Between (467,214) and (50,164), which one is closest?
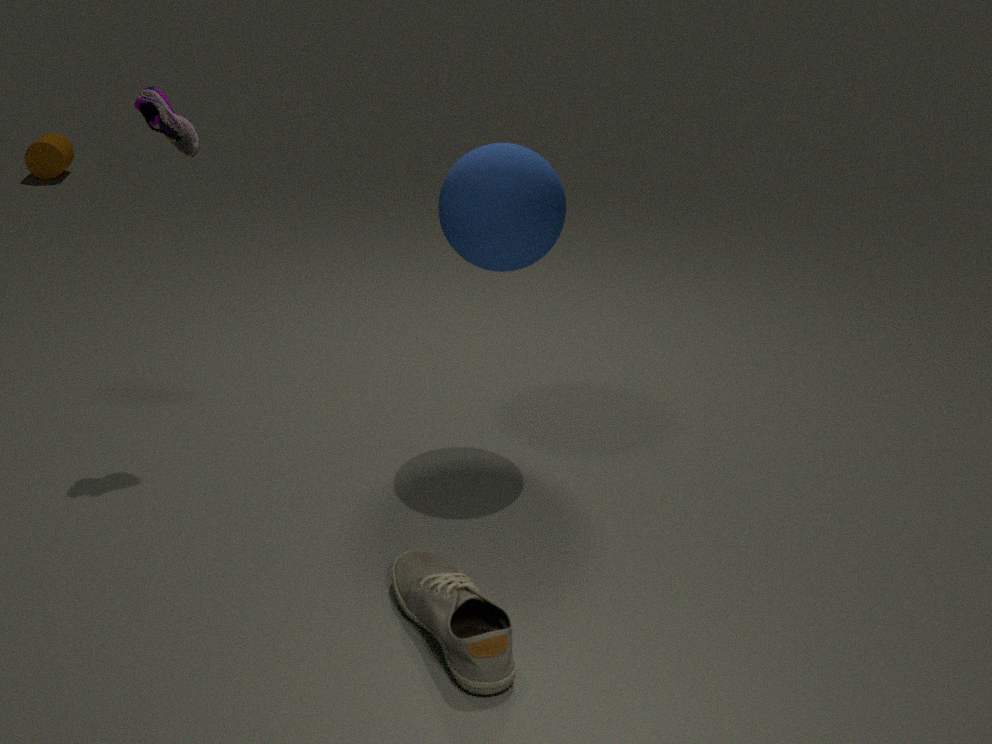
(467,214)
